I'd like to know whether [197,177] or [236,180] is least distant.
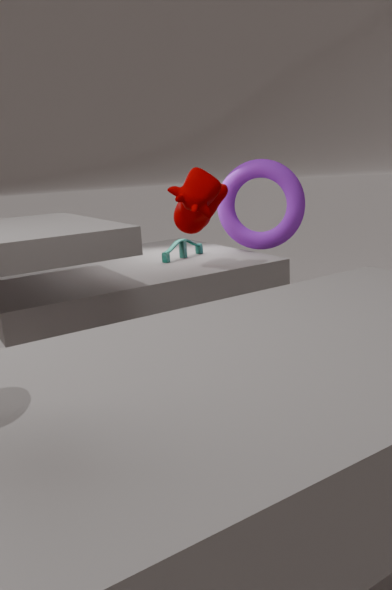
[197,177]
